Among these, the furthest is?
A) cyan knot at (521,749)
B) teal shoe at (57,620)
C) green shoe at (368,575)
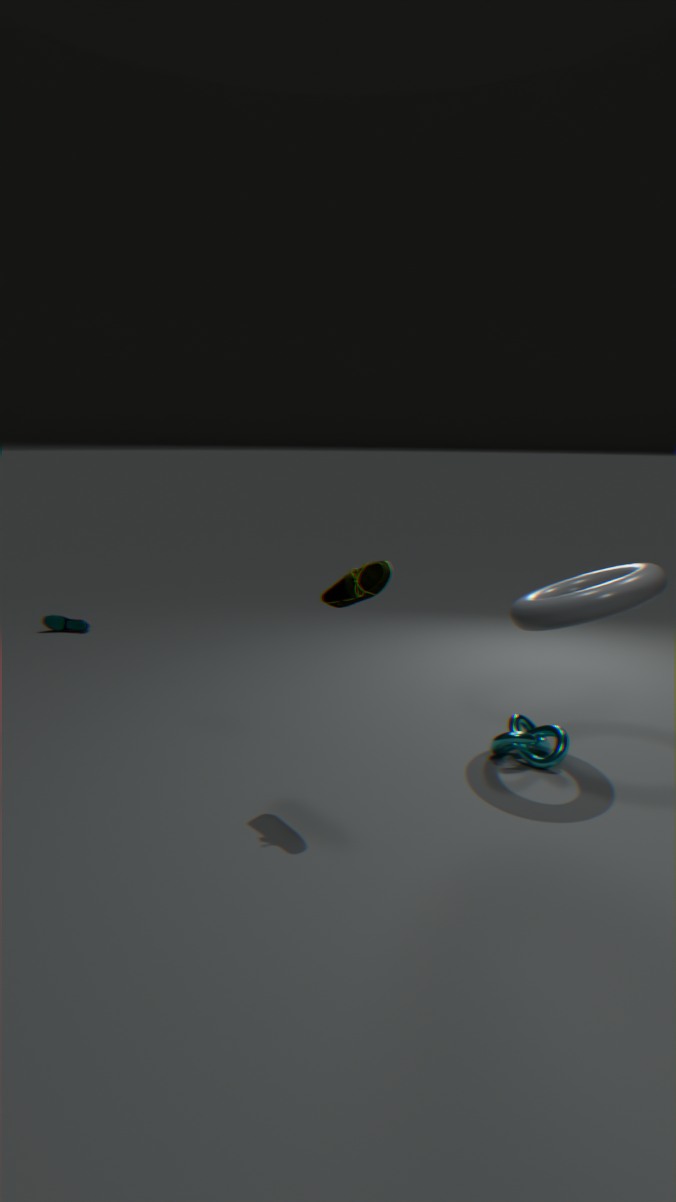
teal shoe at (57,620)
